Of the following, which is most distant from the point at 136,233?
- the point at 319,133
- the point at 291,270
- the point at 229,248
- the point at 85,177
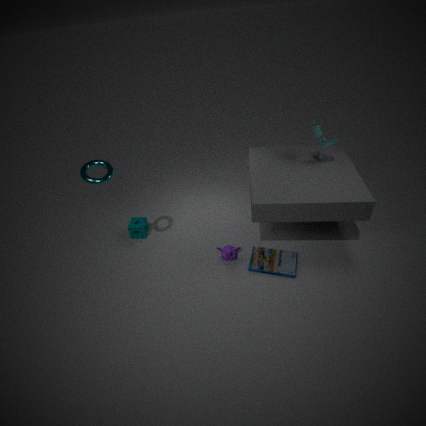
the point at 319,133
